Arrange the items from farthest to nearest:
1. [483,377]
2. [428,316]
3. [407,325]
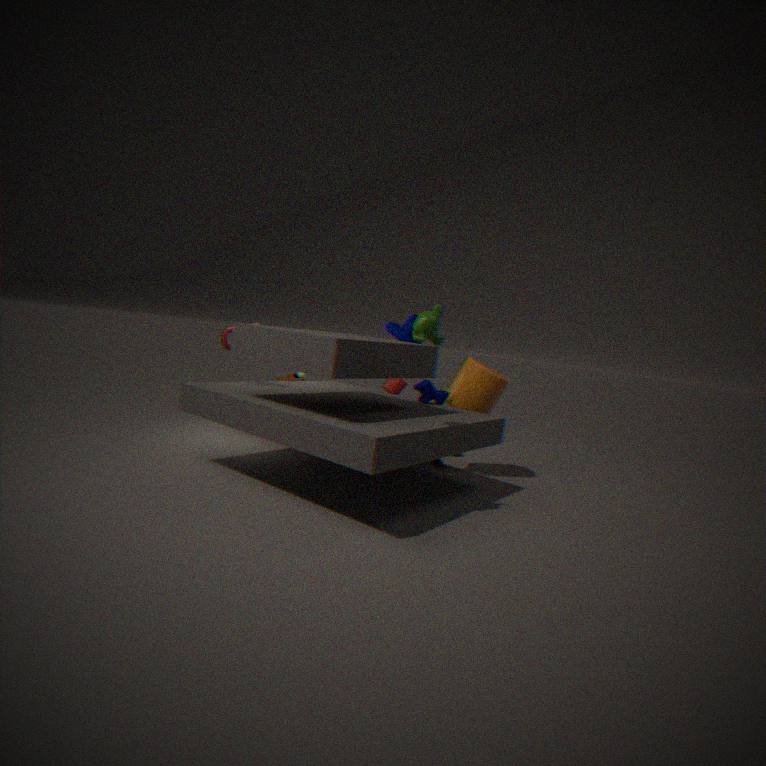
[407,325], [483,377], [428,316]
